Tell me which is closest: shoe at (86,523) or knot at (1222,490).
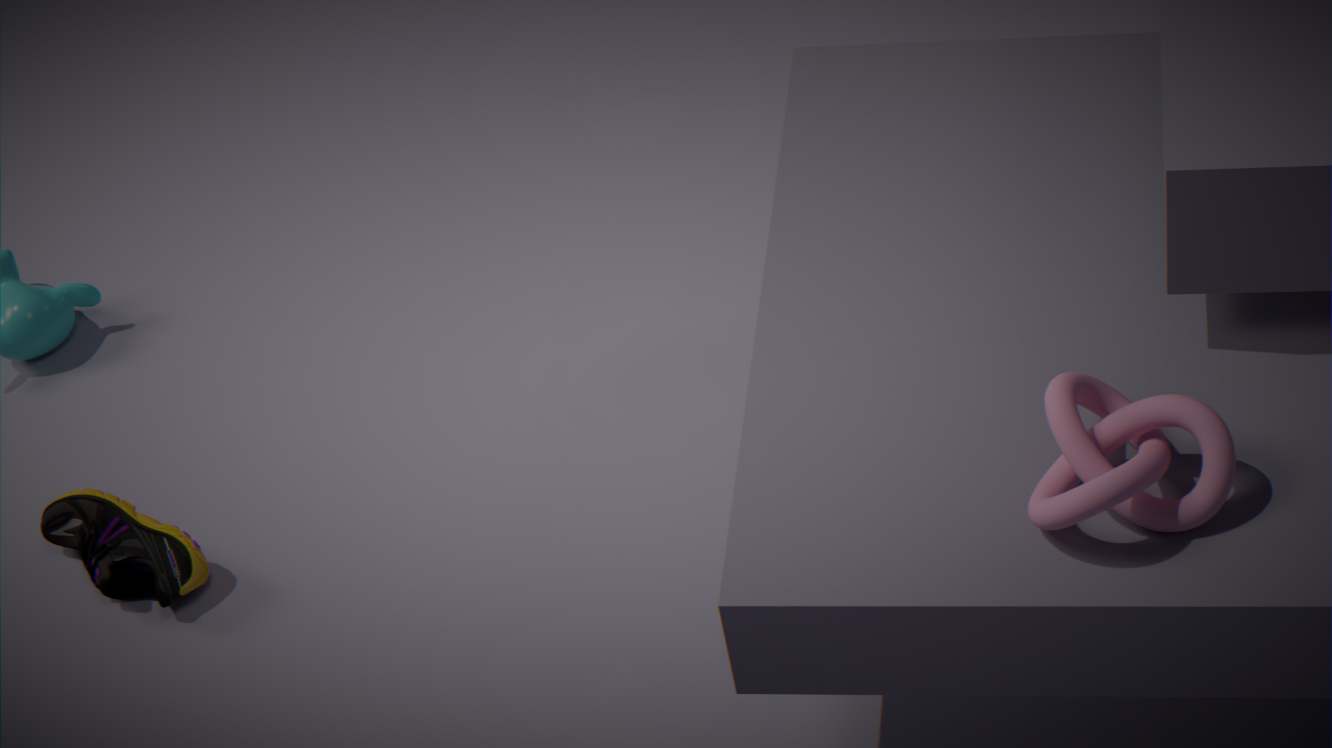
knot at (1222,490)
